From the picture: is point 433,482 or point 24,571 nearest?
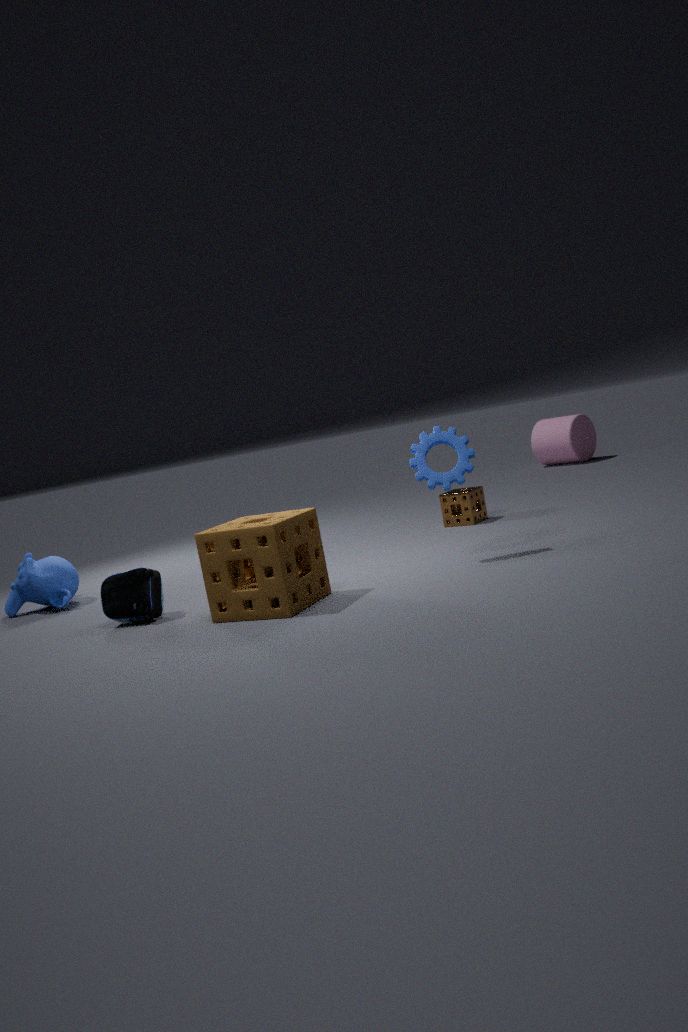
point 433,482
